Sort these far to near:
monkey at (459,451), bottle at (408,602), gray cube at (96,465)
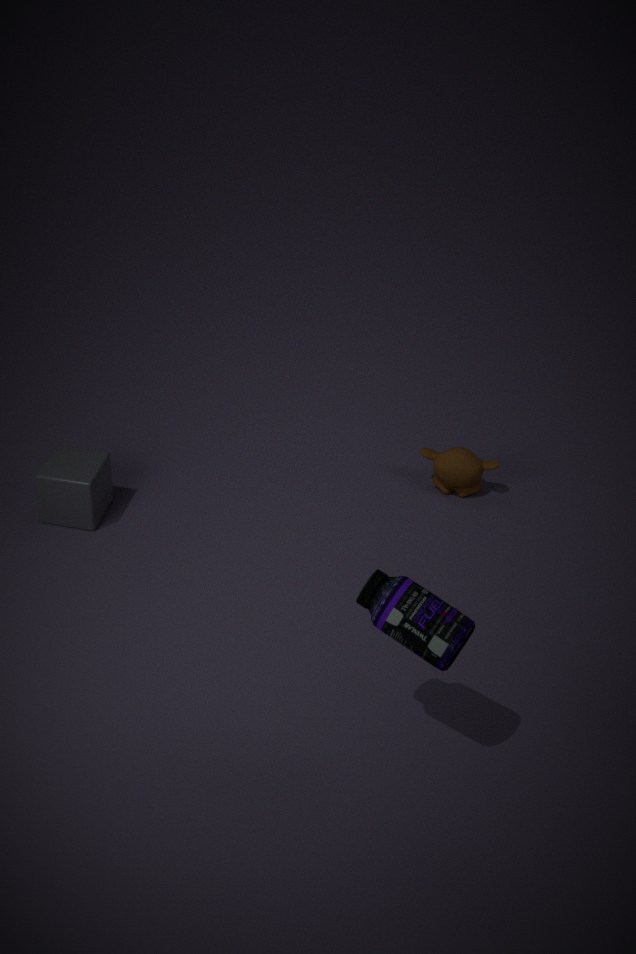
monkey at (459,451) → gray cube at (96,465) → bottle at (408,602)
